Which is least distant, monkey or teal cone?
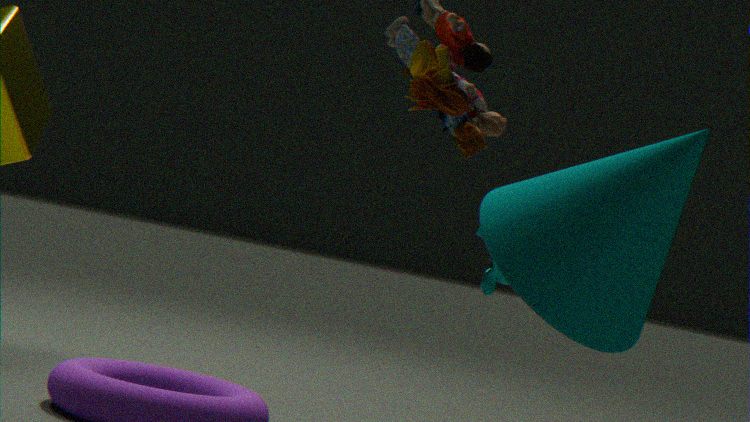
teal cone
